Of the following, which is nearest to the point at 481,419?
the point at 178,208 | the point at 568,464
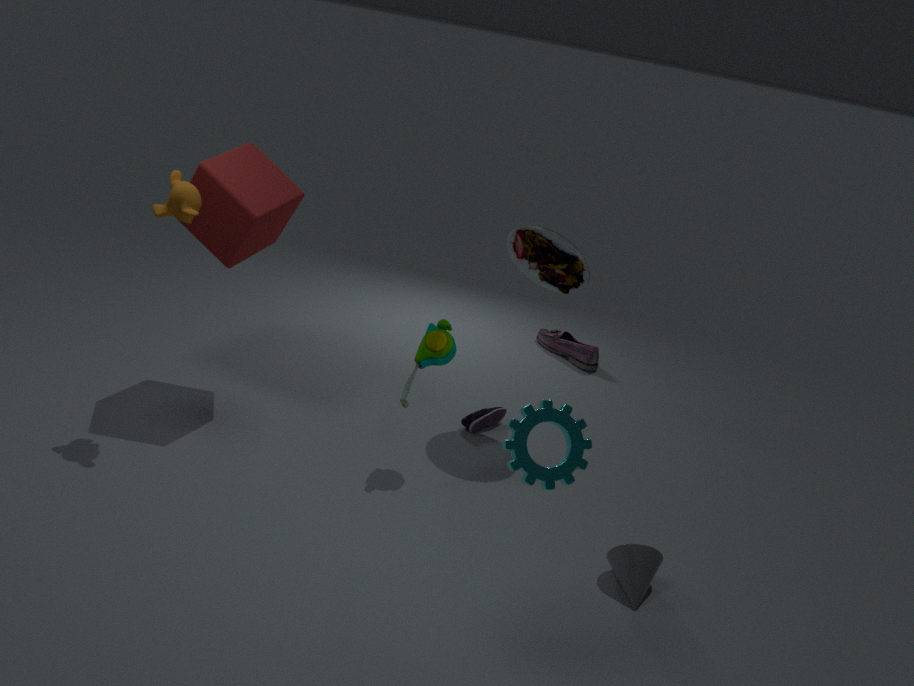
the point at 568,464
